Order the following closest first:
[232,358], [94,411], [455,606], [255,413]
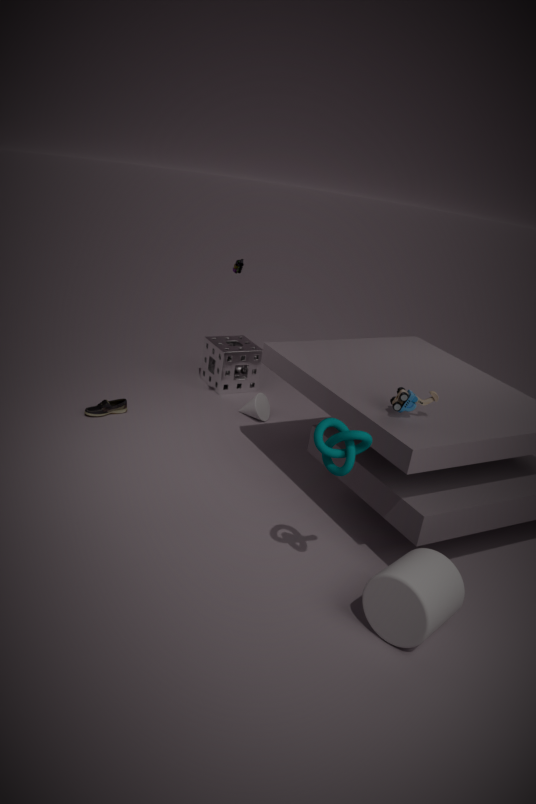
[455,606] → [94,411] → [255,413] → [232,358]
